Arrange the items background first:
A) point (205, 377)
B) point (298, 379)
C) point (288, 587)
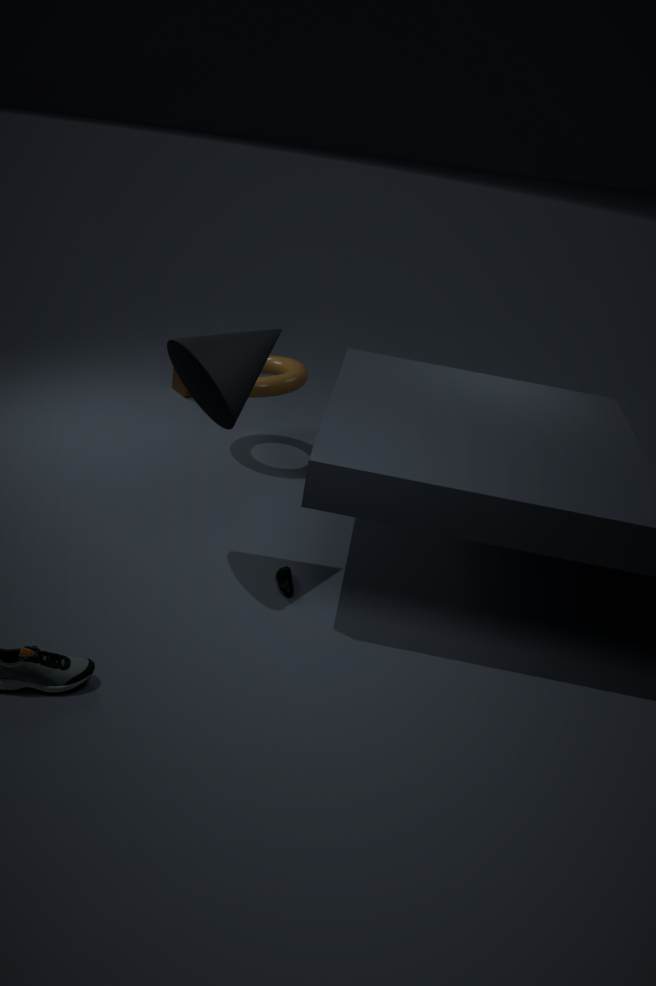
1. point (298, 379)
2. point (288, 587)
3. point (205, 377)
